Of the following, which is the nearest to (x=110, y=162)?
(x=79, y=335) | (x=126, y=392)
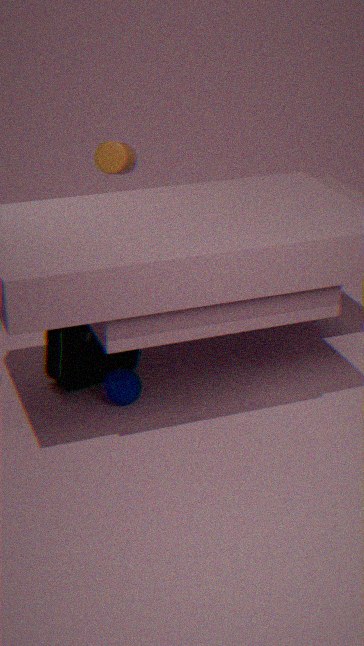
(x=79, y=335)
